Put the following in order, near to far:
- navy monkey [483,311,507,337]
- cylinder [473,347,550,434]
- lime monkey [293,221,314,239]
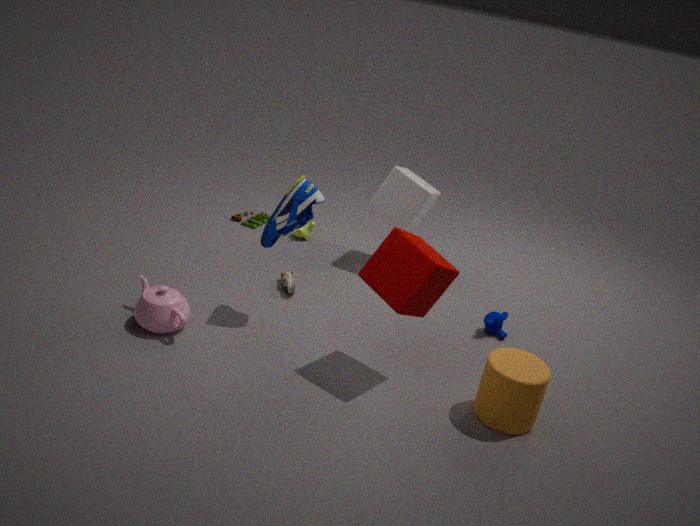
1. cylinder [473,347,550,434]
2. navy monkey [483,311,507,337]
3. lime monkey [293,221,314,239]
